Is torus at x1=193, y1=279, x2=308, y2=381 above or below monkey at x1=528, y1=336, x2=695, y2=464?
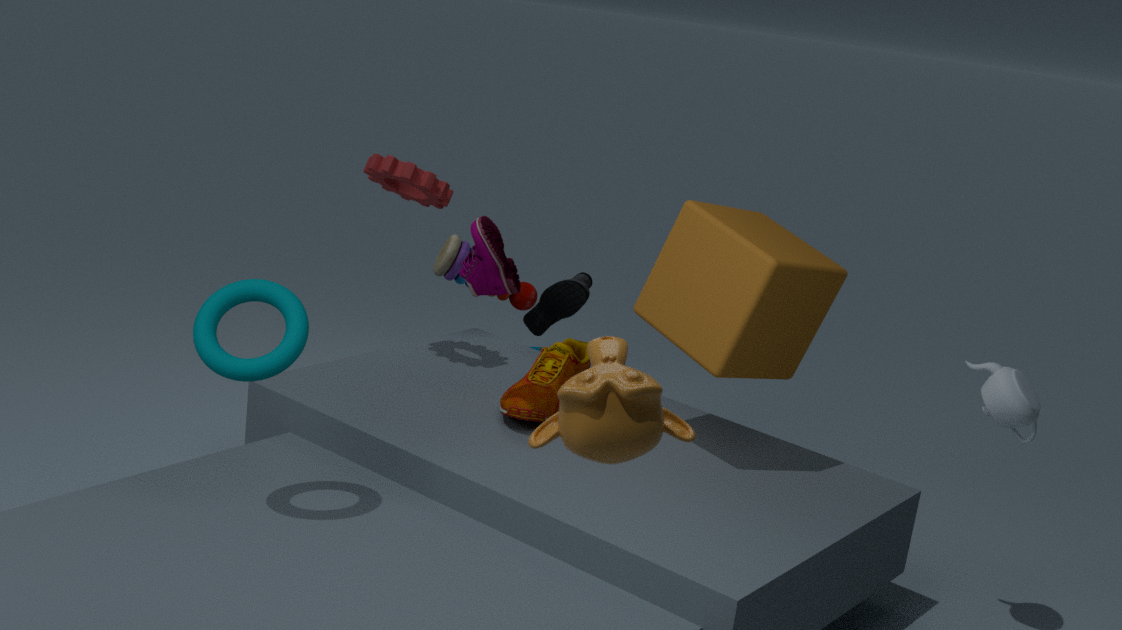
below
